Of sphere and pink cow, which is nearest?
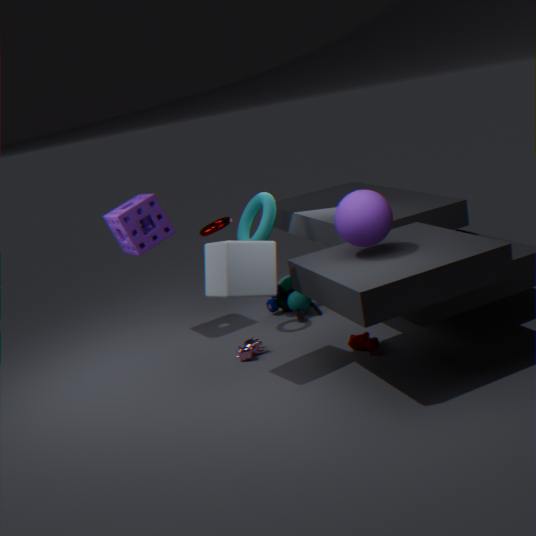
sphere
